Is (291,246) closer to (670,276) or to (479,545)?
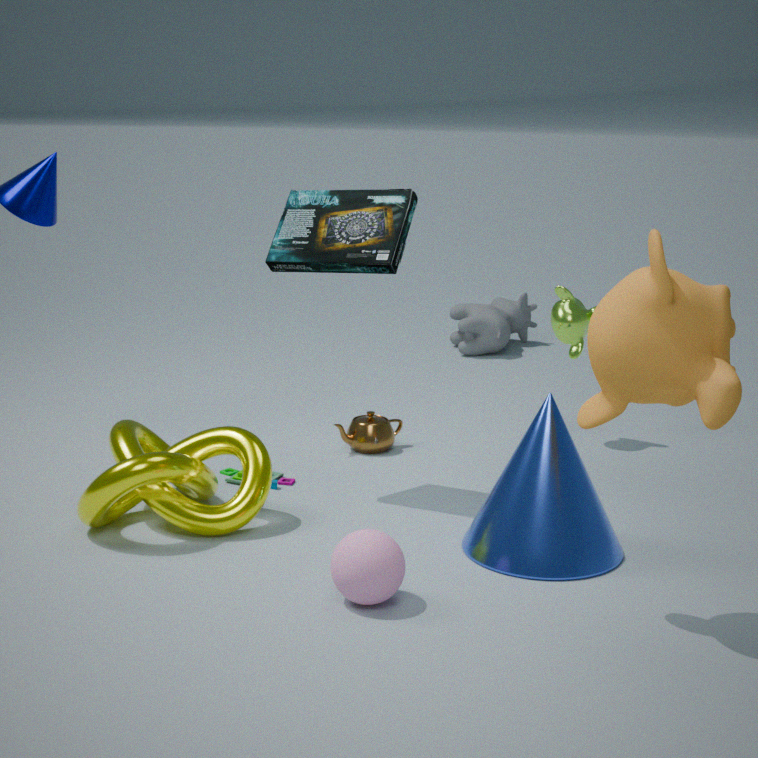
(479,545)
